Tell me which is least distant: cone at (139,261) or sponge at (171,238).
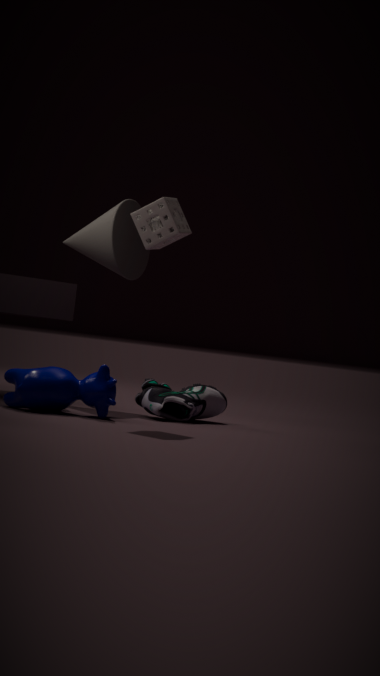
sponge at (171,238)
